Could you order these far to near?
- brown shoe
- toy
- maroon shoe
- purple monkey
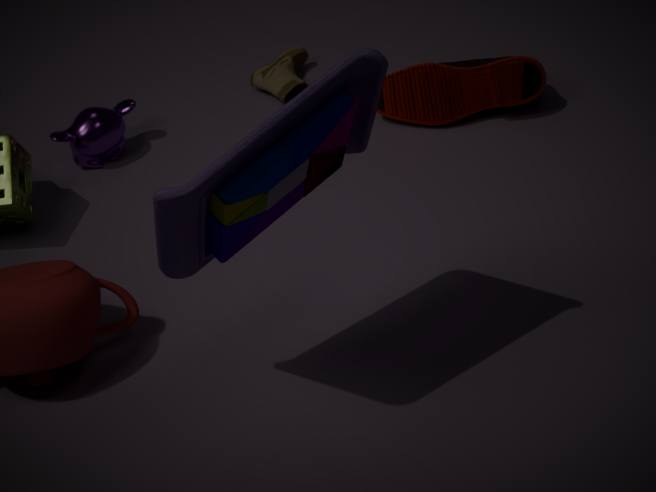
1. brown shoe
2. maroon shoe
3. purple monkey
4. toy
